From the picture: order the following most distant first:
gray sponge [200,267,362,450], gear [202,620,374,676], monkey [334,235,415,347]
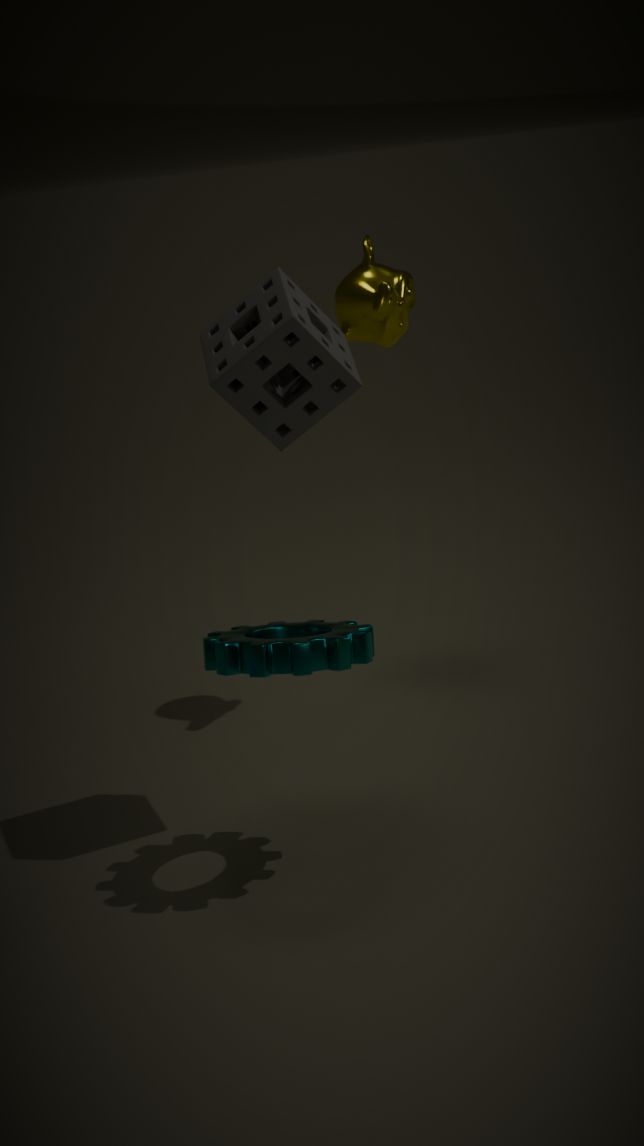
1. monkey [334,235,415,347]
2. gray sponge [200,267,362,450]
3. gear [202,620,374,676]
